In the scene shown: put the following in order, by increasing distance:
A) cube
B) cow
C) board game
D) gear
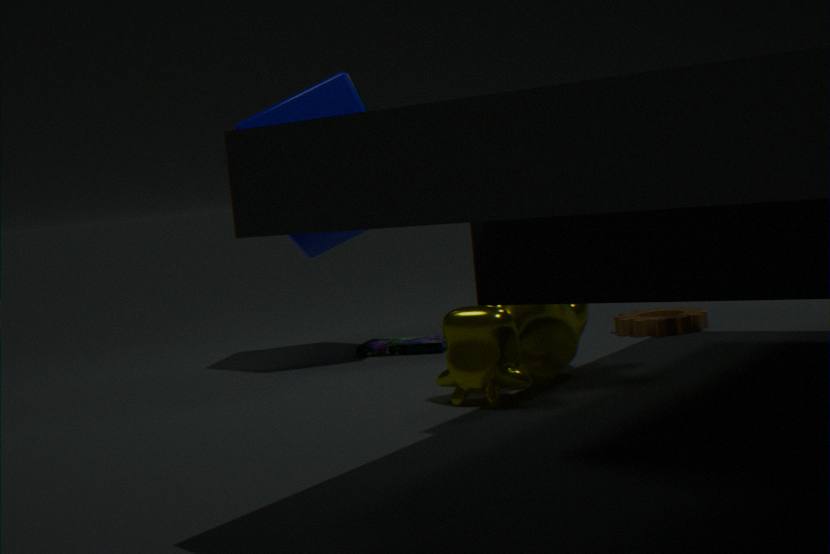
1. B. cow
2. A. cube
3. D. gear
4. C. board game
